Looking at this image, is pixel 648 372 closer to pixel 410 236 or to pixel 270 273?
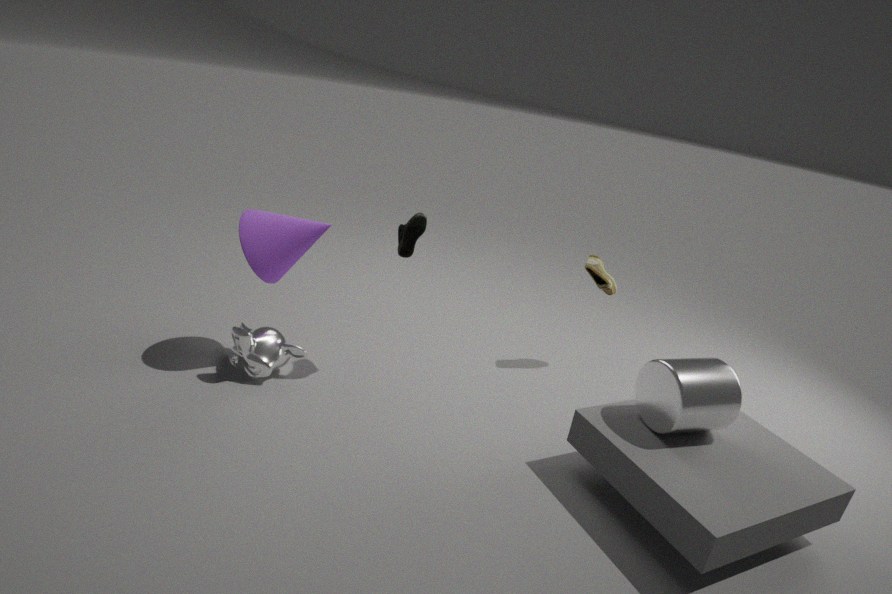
pixel 410 236
